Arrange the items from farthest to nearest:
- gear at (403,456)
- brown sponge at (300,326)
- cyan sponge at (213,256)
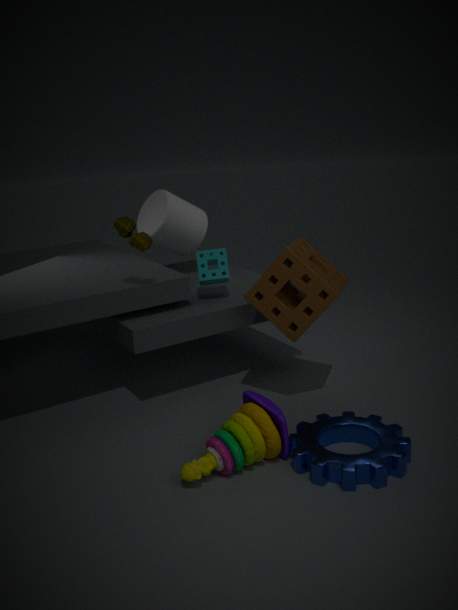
1. cyan sponge at (213,256)
2. brown sponge at (300,326)
3. gear at (403,456)
